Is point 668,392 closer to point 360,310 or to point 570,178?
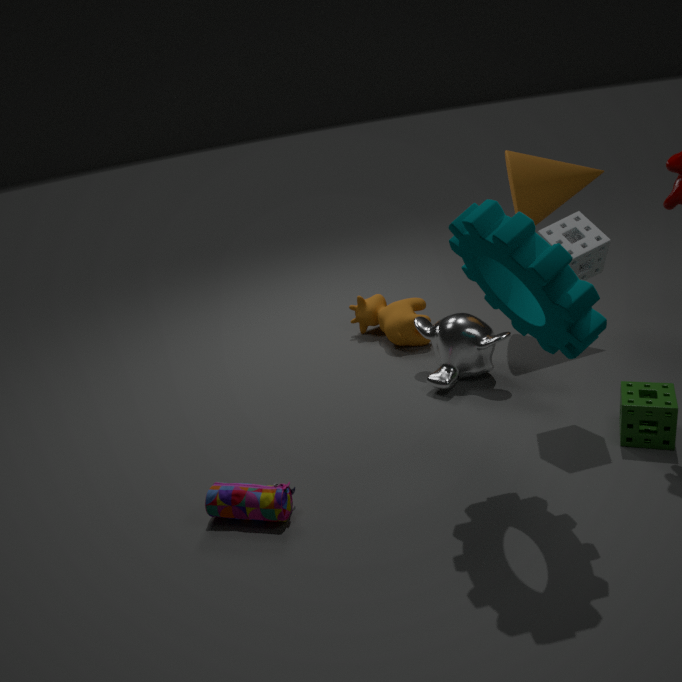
point 570,178
